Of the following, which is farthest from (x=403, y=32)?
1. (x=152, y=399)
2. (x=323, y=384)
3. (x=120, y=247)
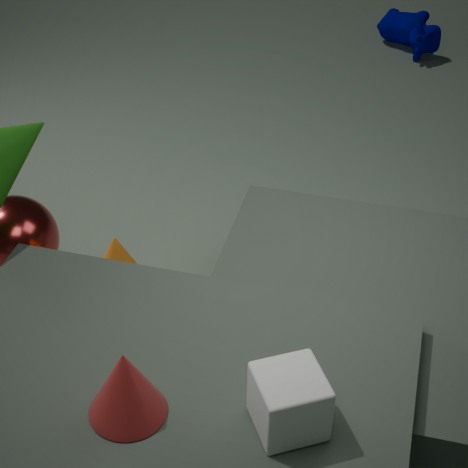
(x=152, y=399)
